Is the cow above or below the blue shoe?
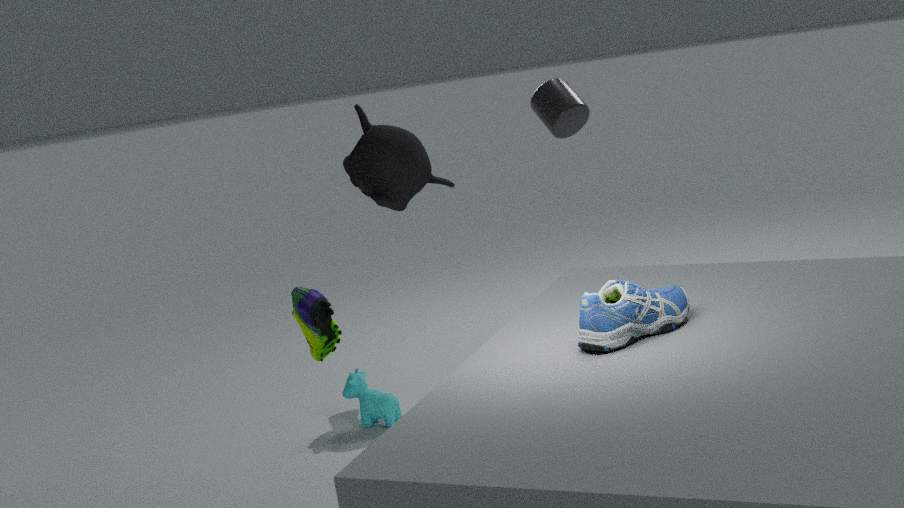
below
